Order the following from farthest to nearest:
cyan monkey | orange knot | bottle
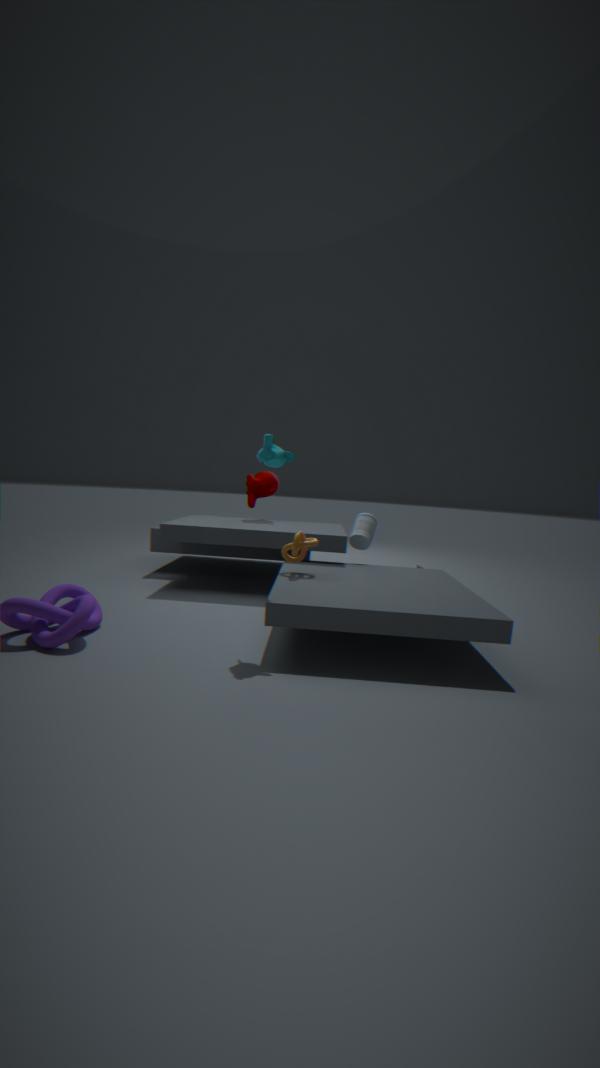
1. bottle
2. orange knot
3. cyan monkey
